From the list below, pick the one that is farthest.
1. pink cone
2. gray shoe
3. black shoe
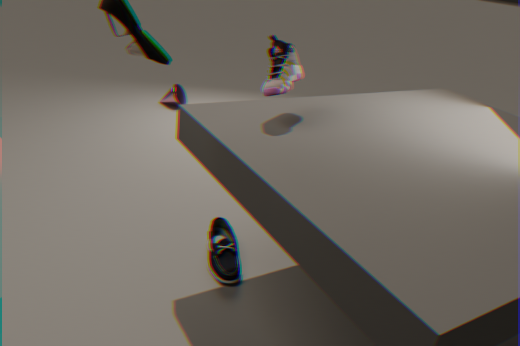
pink cone
